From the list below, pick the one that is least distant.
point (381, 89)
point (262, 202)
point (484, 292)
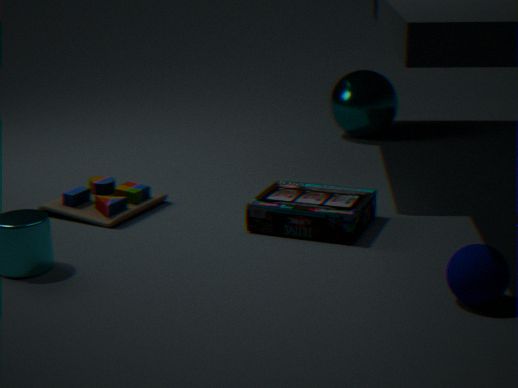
point (484, 292)
